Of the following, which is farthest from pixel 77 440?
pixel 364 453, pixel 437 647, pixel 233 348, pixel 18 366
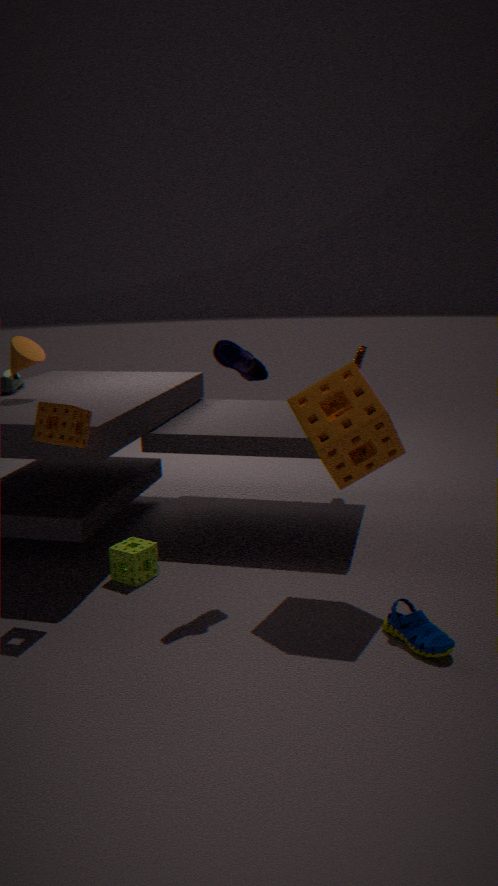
pixel 437 647
